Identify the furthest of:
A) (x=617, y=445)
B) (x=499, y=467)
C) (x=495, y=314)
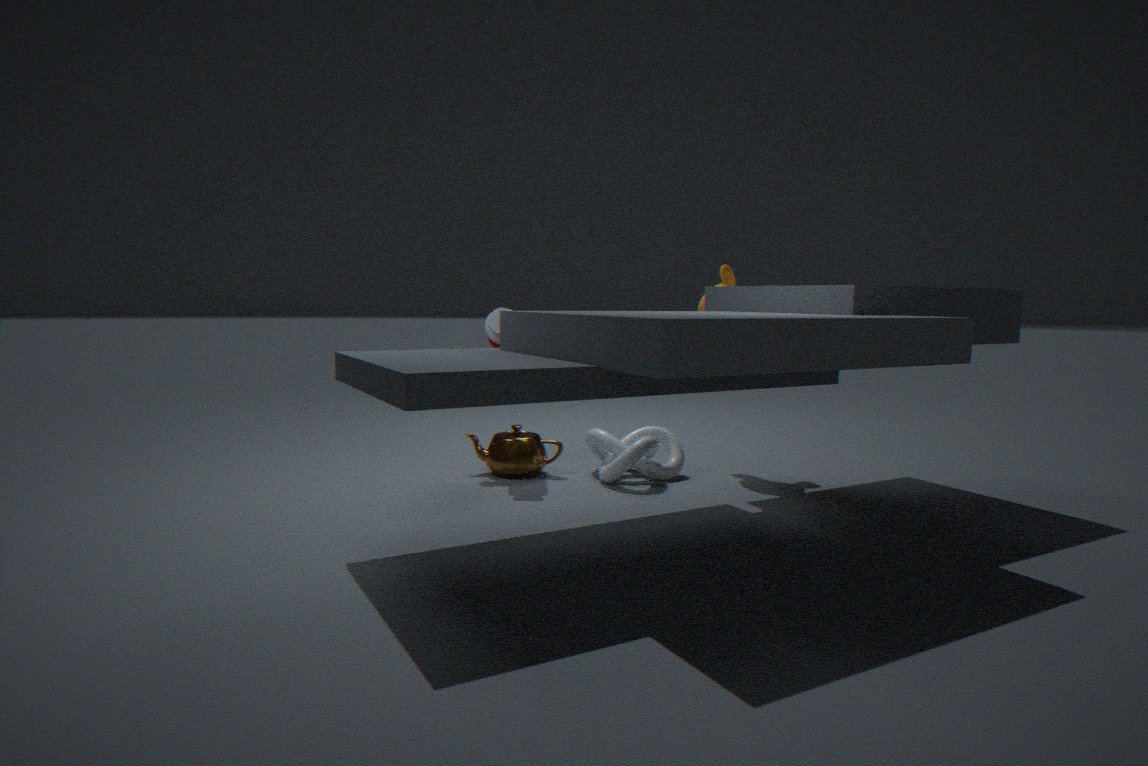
(x=617, y=445)
